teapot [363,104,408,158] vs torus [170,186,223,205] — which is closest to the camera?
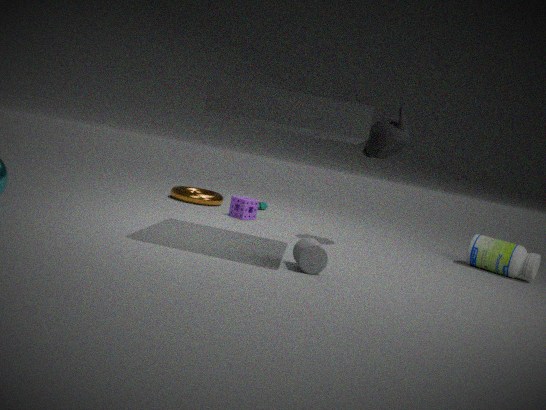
teapot [363,104,408,158]
